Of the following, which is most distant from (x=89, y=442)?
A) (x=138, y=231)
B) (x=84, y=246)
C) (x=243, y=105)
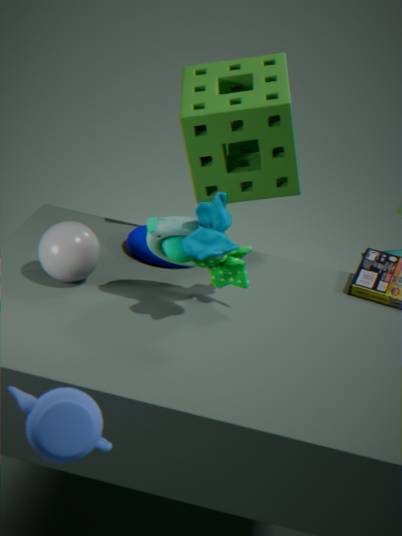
(x=243, y=105)
